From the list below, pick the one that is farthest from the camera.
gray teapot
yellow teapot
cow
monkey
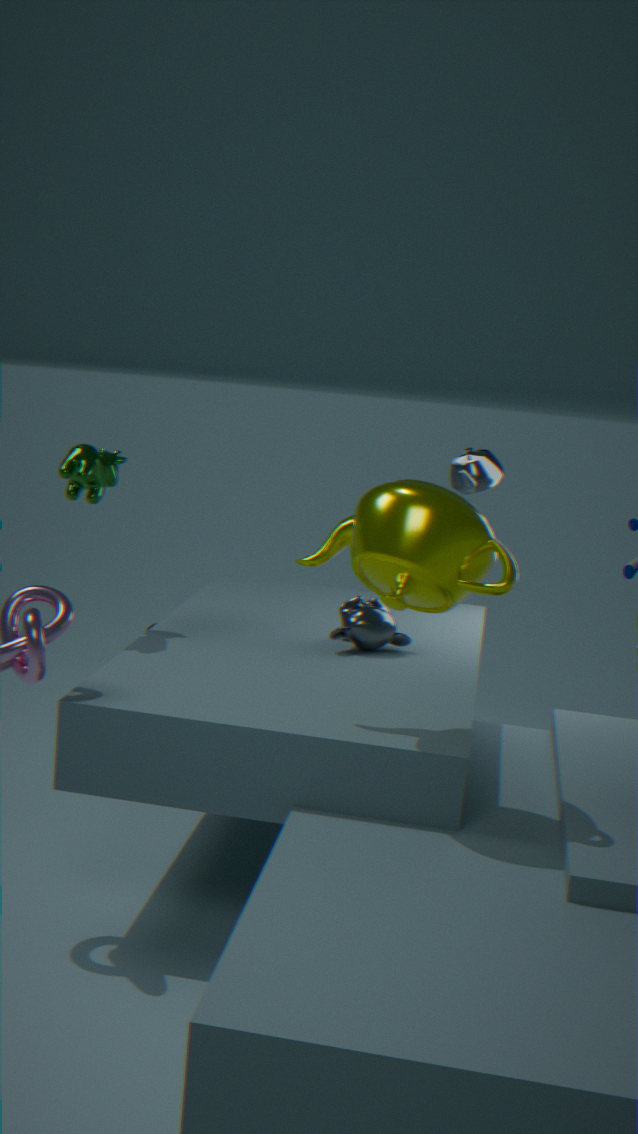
gray teapot
